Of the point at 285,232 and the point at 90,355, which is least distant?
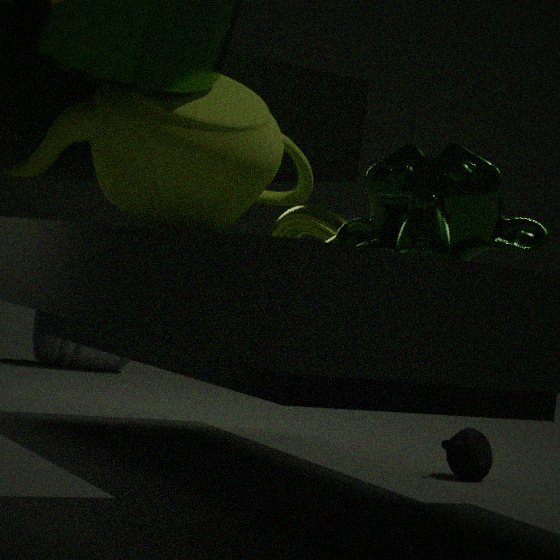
the point at 285,232
